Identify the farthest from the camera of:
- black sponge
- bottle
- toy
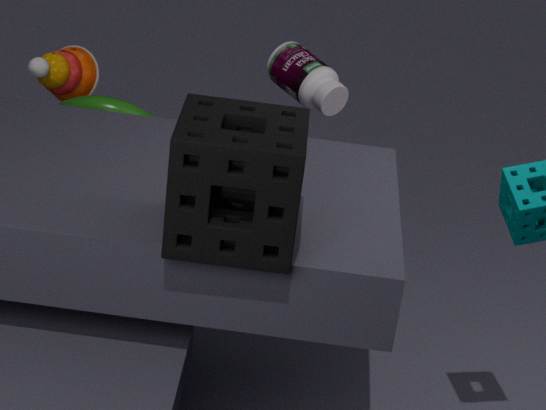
toy
